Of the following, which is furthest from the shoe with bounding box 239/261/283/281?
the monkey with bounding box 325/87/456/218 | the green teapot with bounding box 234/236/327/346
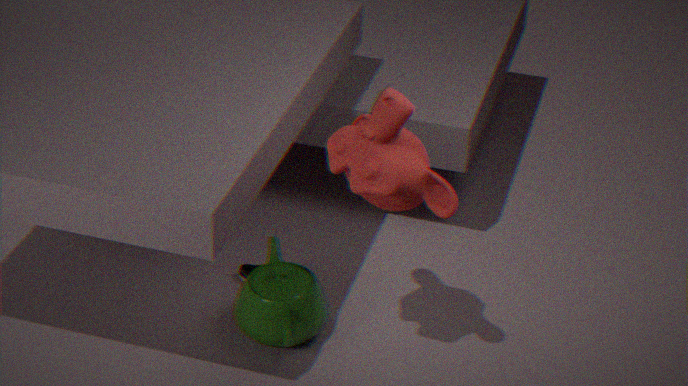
the monkey with bounding box 325/87/456/218
